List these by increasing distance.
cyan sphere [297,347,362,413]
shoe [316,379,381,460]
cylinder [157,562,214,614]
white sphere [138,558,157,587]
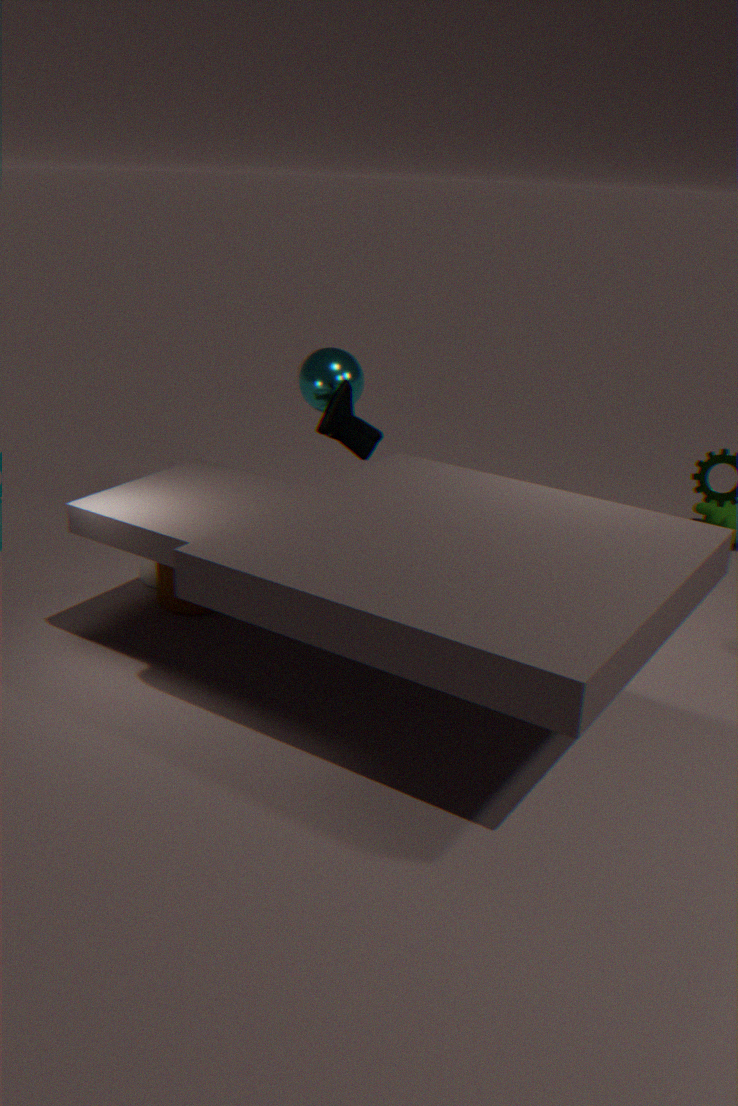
shoe [316,379,381,460], cylinder [157,562,214,614], white sphere [138,558,157,587], cyan sphere [297,347,362,413]
